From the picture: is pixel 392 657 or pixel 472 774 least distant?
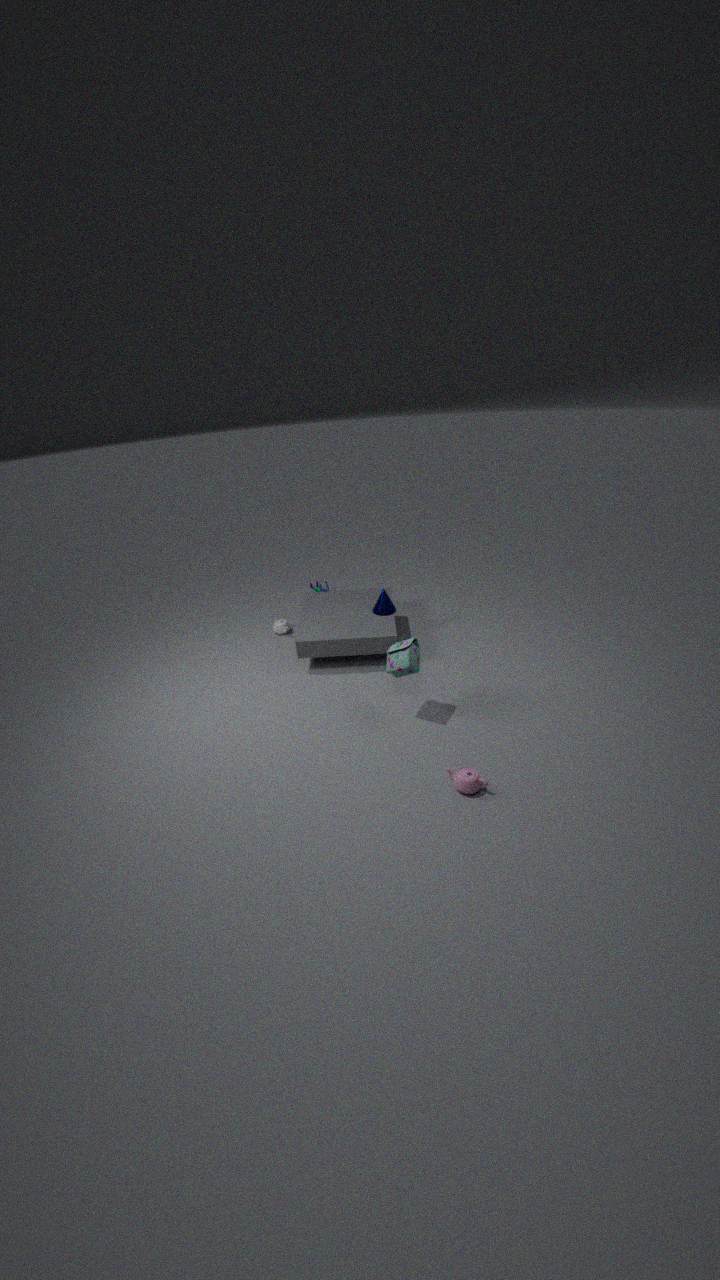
pixel 472 774
